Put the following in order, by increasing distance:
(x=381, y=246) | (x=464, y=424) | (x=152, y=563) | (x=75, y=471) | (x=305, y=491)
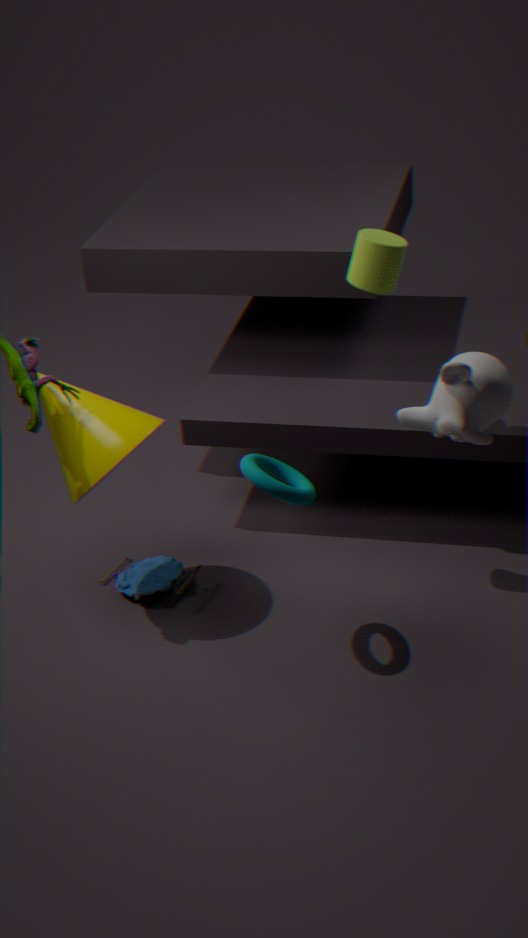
1. (x=305, y=491)
2. (x=464, y=424)
3. (x=75, y=471)
4. (x=381, y=246)
5. (x=152, y=563)
